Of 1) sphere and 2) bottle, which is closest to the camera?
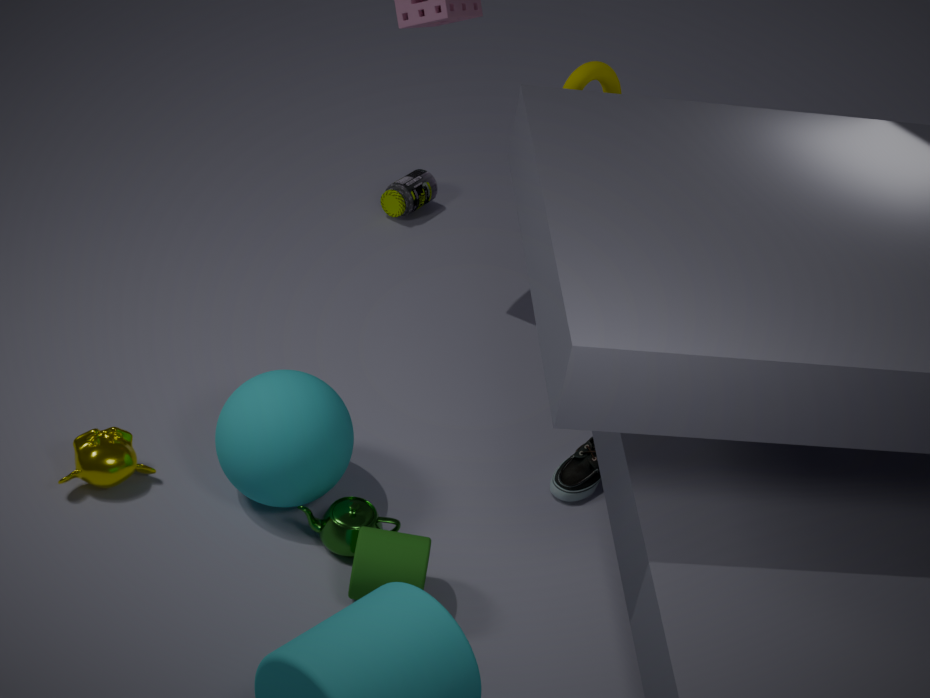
1. sphere
